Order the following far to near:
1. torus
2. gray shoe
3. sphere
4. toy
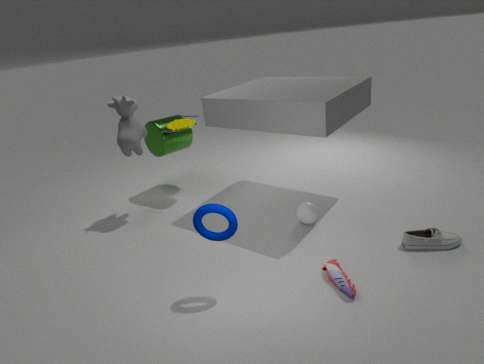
1. toy
2. sphere
3. gray shoe
4. torus
